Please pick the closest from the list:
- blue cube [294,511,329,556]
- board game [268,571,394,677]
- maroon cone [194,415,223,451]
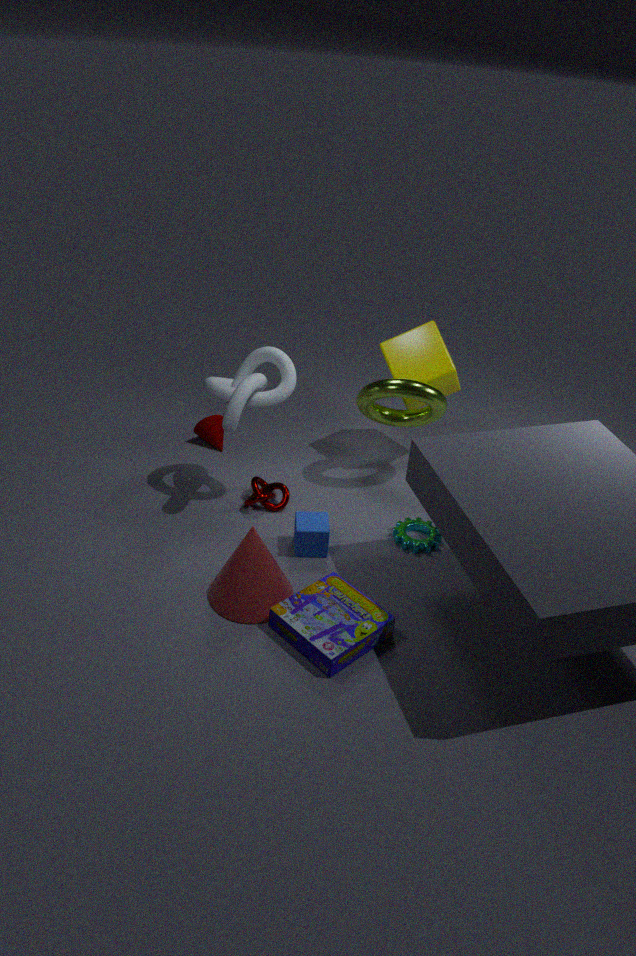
board game [268,571,394,677]
